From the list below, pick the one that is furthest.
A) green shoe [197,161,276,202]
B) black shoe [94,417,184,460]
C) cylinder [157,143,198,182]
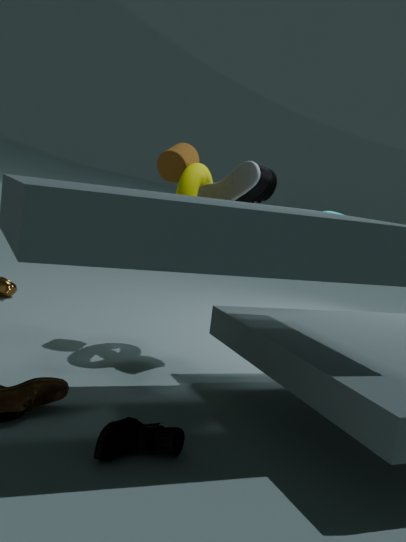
cylinder [157,143,198,182]
